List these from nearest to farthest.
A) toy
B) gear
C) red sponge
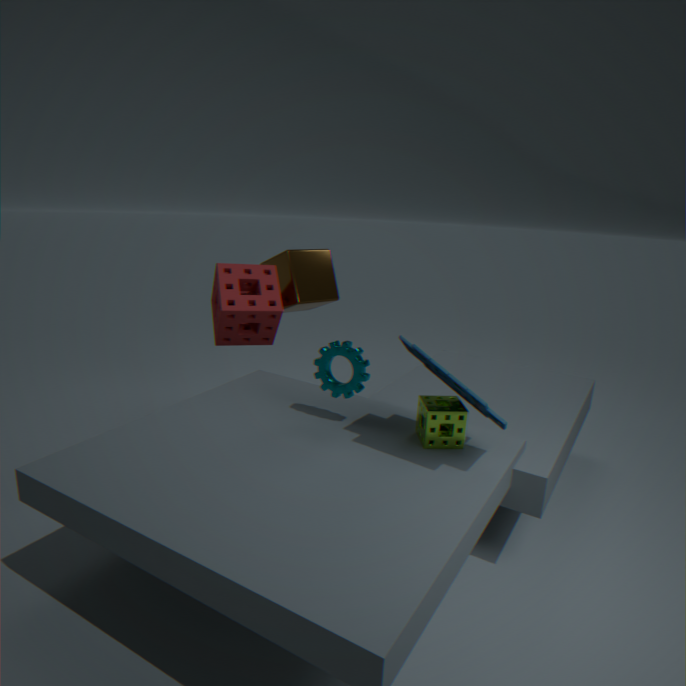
toy → gear → red sponge
